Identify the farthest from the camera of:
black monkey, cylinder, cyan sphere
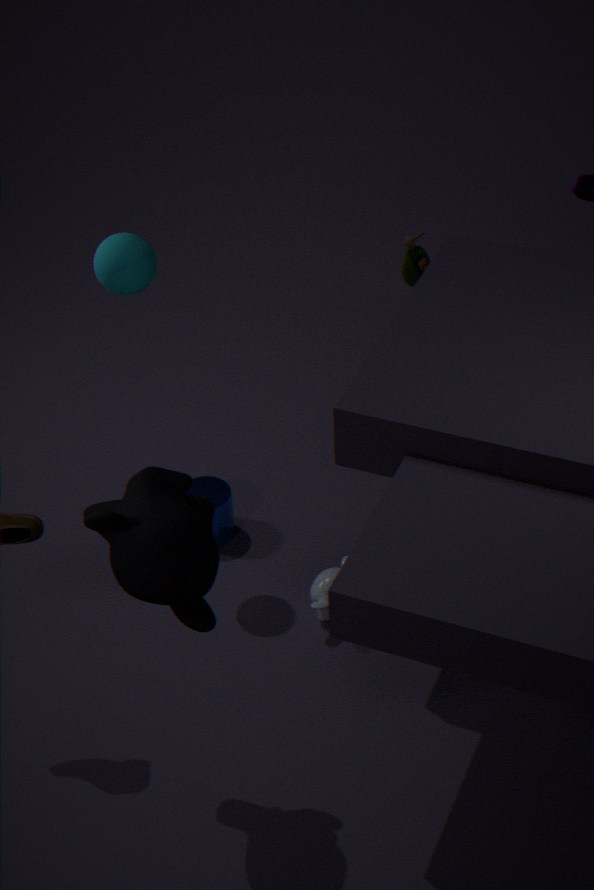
cylinder
